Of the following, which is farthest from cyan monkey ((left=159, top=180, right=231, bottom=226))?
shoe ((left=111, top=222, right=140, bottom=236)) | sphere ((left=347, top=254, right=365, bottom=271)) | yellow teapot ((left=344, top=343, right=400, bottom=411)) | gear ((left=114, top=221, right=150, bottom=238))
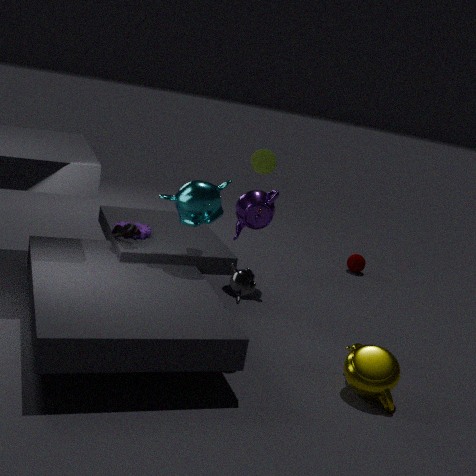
sphere ((left=347, top=254, right=365, bottom=271))
